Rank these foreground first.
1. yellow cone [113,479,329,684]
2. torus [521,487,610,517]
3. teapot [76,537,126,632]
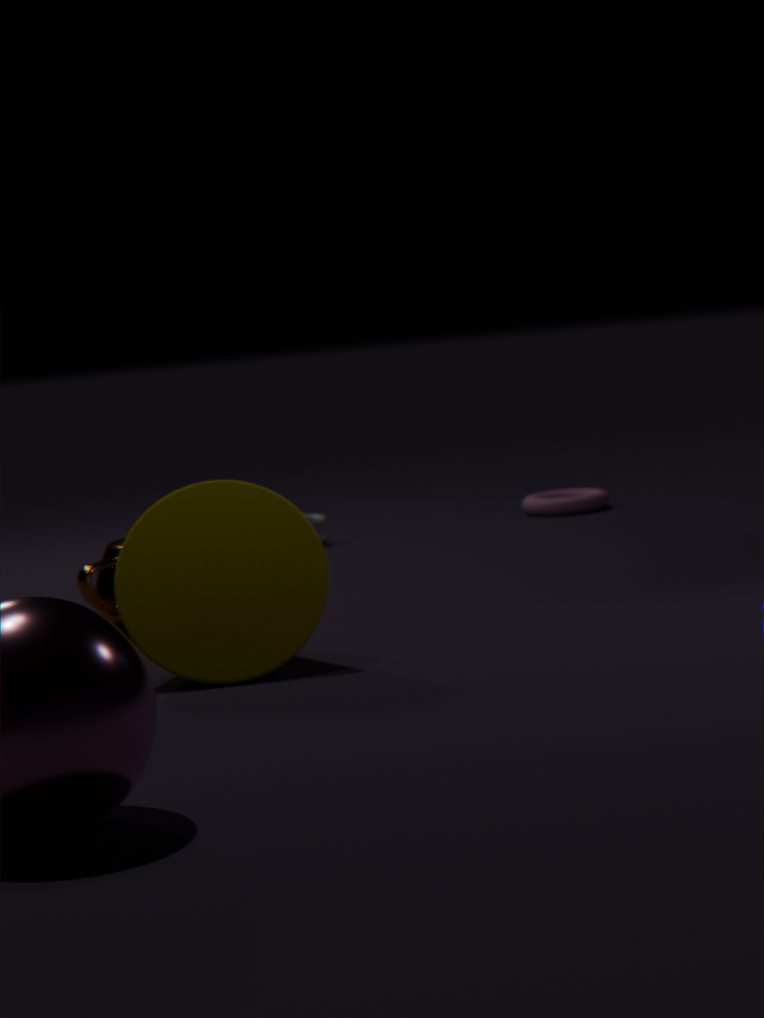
yellow cone [113,479,329,684] < teapot [76,537,126,632] < torus [521,487,610,517]
